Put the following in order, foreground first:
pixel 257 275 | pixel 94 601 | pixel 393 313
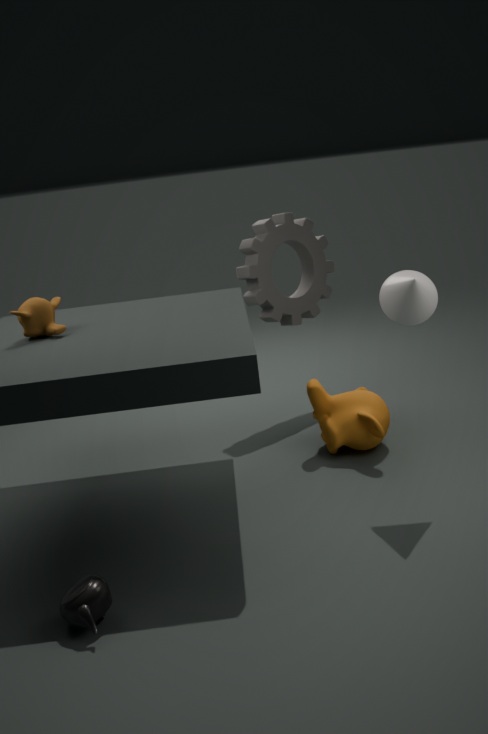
1. pixel 94 601
2. pixel 393 313
3. pixel 257 275
